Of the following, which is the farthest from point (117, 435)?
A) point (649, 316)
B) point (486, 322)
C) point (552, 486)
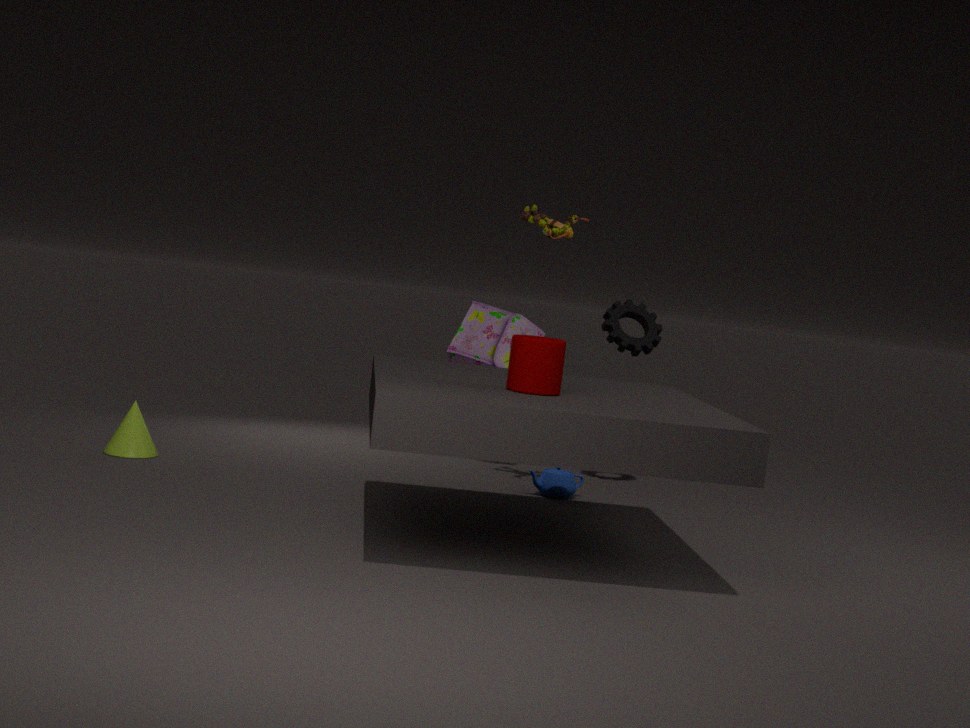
point (649, 316)
